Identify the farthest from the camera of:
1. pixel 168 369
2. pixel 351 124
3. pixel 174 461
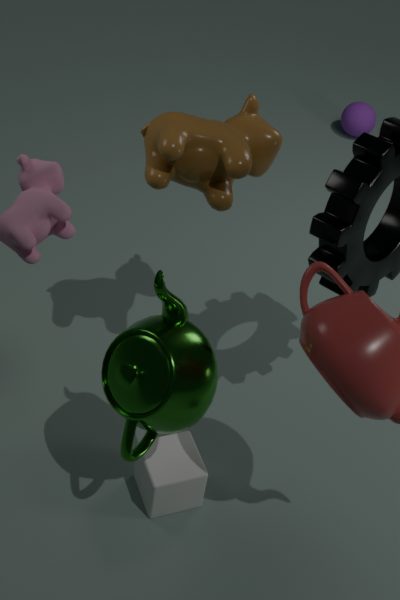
pixel 351 124
